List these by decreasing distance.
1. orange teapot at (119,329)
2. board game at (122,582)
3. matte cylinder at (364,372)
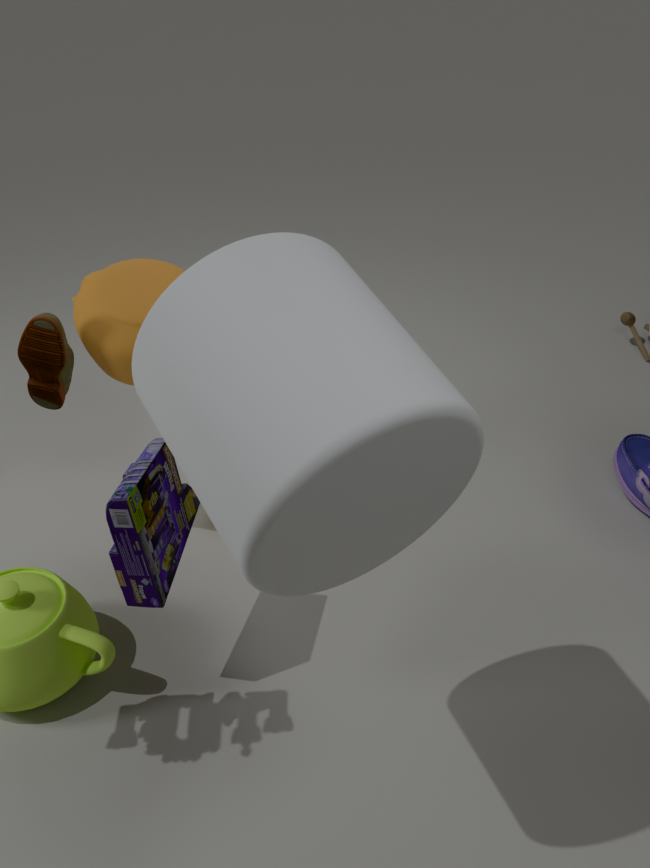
1. orange teapot at (119,329)
2. board game at (122,582)
3. matte cylinder at (364,372)
